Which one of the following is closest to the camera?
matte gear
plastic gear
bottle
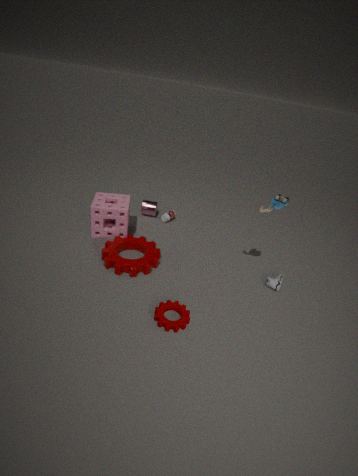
matte gear
